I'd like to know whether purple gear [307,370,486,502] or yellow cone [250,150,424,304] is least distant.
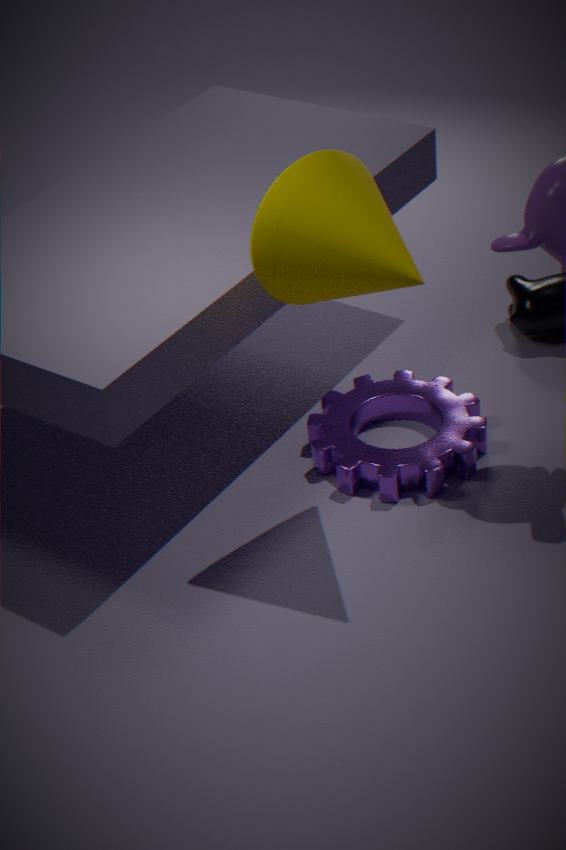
yellow cone [250,150,424,304]
